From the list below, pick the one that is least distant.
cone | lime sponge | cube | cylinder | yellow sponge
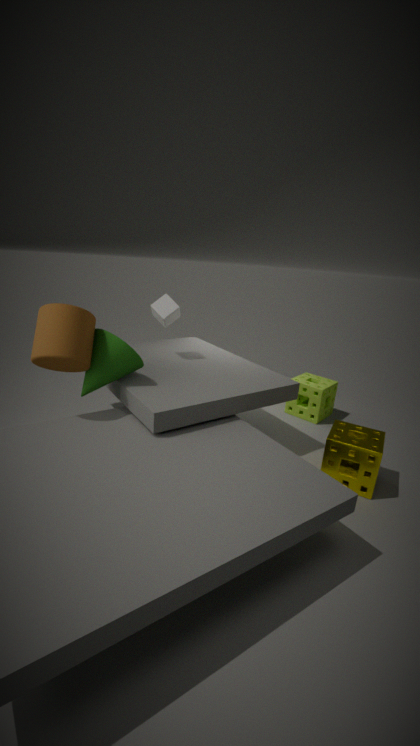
cylinder
